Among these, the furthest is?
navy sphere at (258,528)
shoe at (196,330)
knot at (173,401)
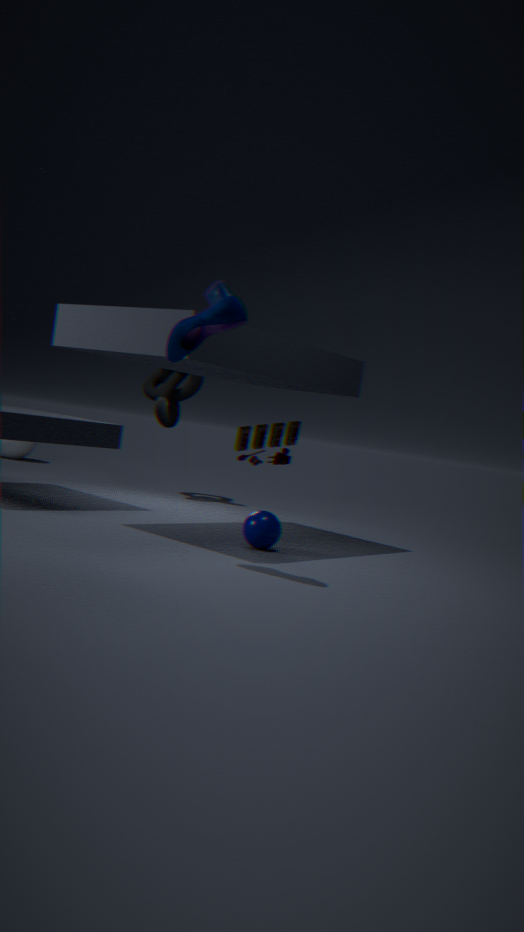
knot at (173,401)
